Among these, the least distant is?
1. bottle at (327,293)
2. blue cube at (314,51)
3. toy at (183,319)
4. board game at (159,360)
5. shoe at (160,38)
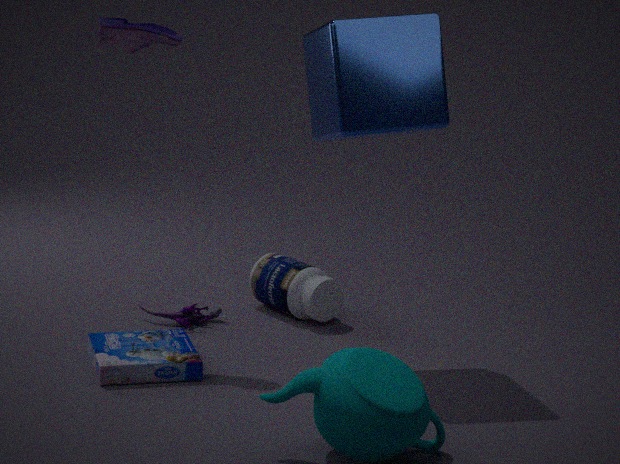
blue cube at (314,51)
